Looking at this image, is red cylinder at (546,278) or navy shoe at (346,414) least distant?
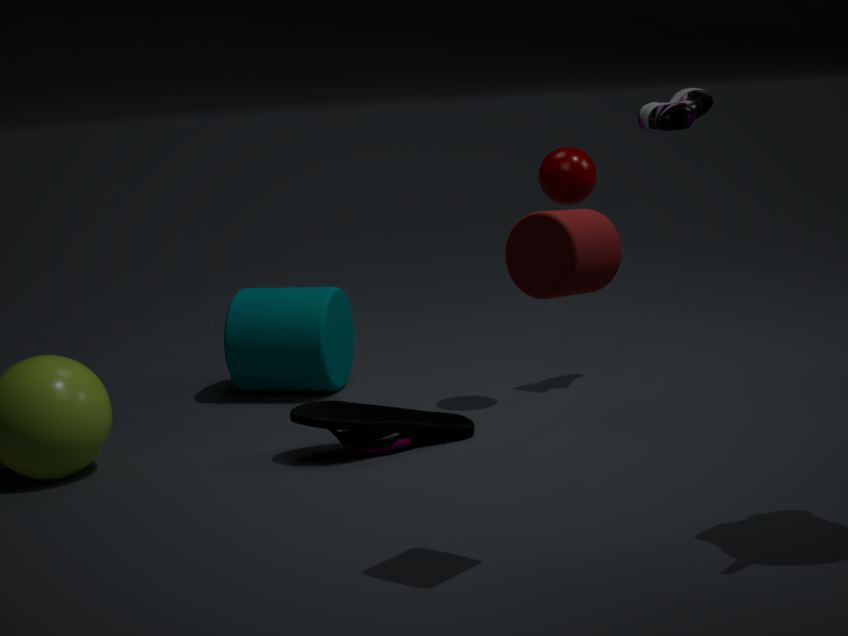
red cylinder at (546,278)
